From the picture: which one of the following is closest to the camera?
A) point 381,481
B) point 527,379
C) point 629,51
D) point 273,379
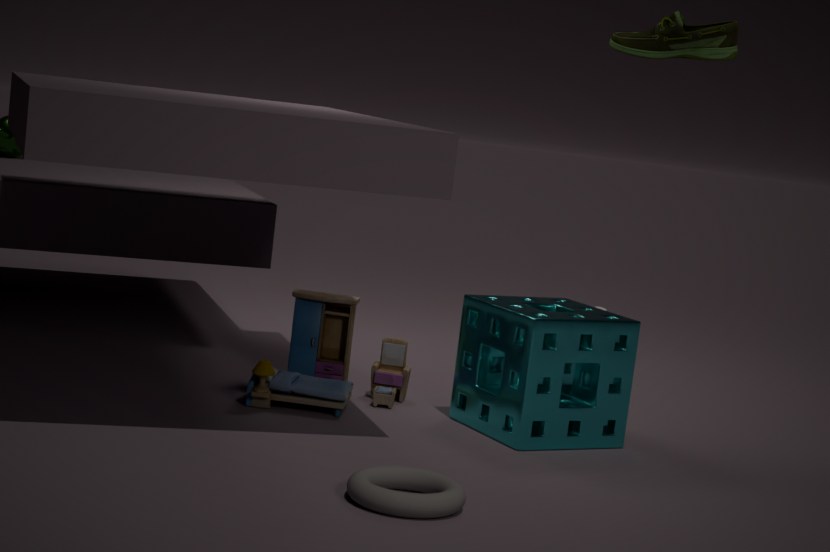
point 381,481
